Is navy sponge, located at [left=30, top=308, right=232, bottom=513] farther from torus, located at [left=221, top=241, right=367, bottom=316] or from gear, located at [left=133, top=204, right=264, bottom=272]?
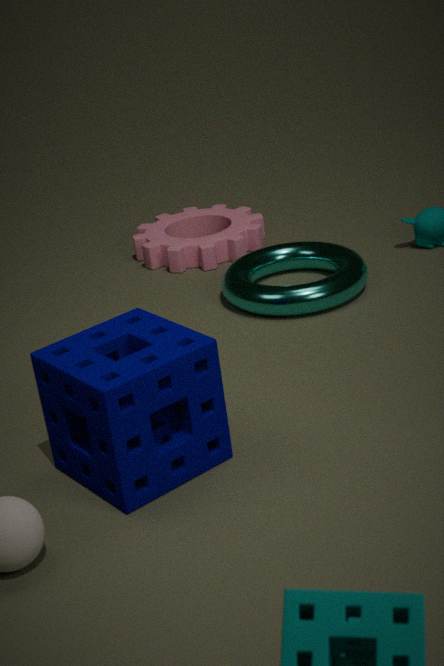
gear, located at [left=133, top=204, right=264, bottom=272]
